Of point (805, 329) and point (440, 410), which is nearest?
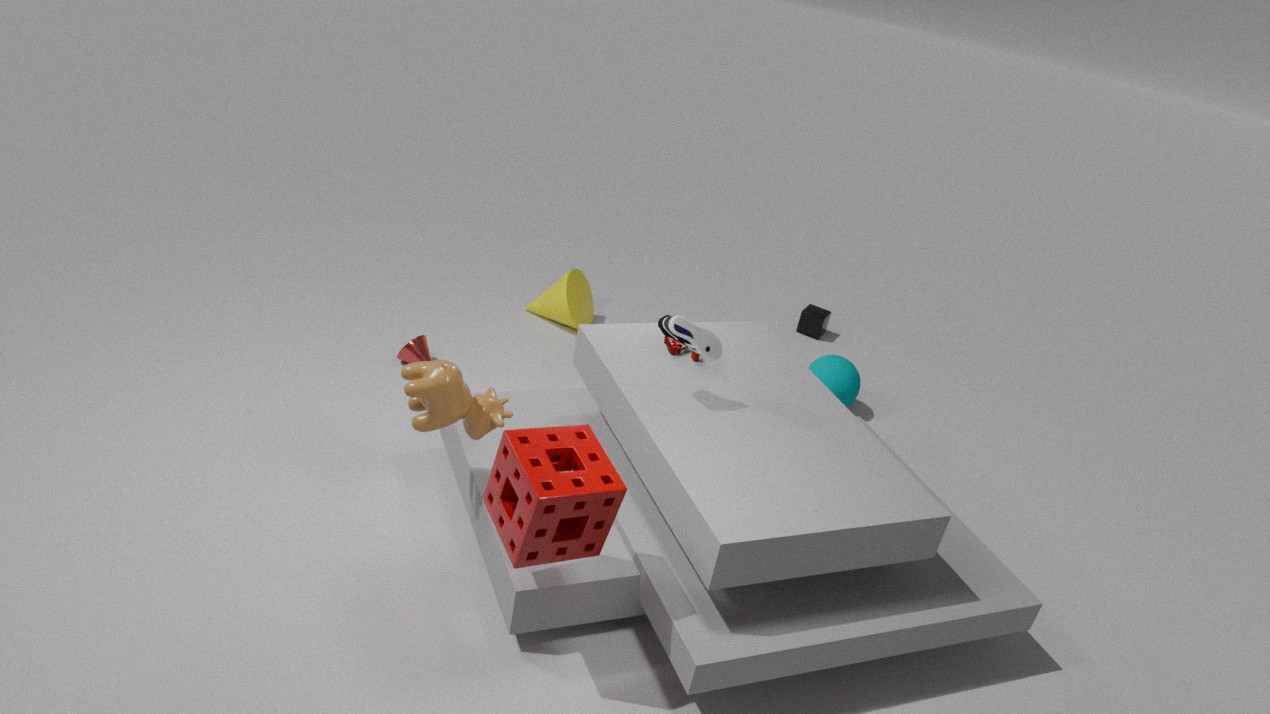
point (440, 410)
